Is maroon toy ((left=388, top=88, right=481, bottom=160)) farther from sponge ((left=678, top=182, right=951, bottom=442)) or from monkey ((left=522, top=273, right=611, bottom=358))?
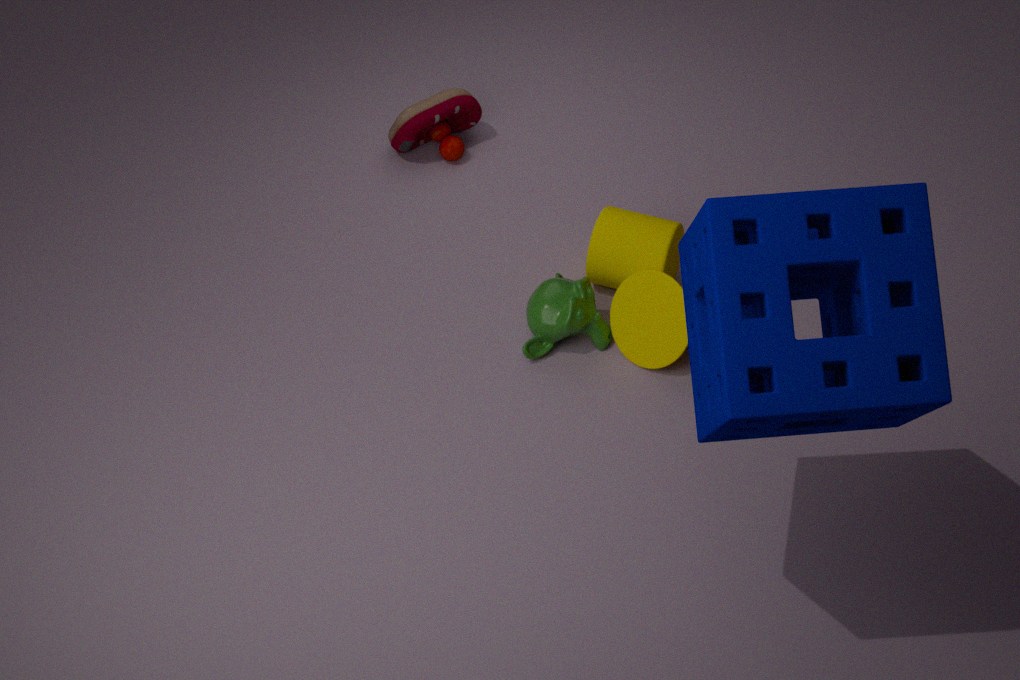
sponge ((left=678, top=182, right=951, bottom=442))
